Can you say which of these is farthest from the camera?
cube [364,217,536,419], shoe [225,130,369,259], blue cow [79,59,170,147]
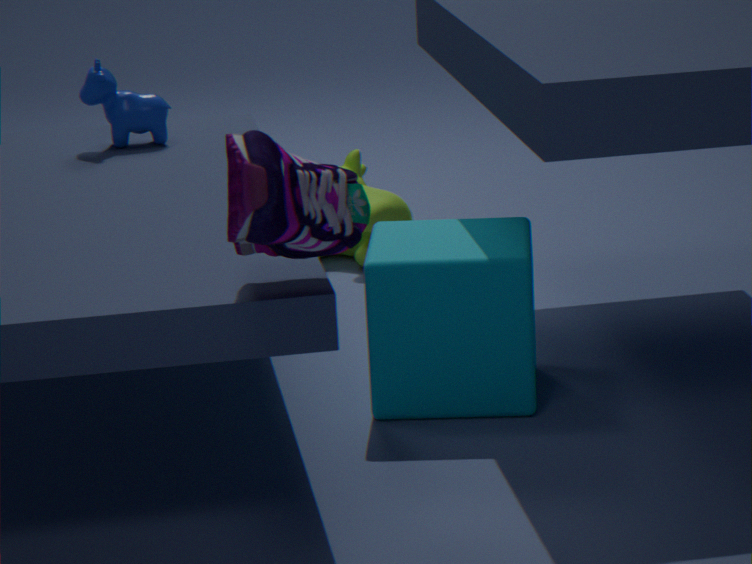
blue cow [79,59,170,147]
